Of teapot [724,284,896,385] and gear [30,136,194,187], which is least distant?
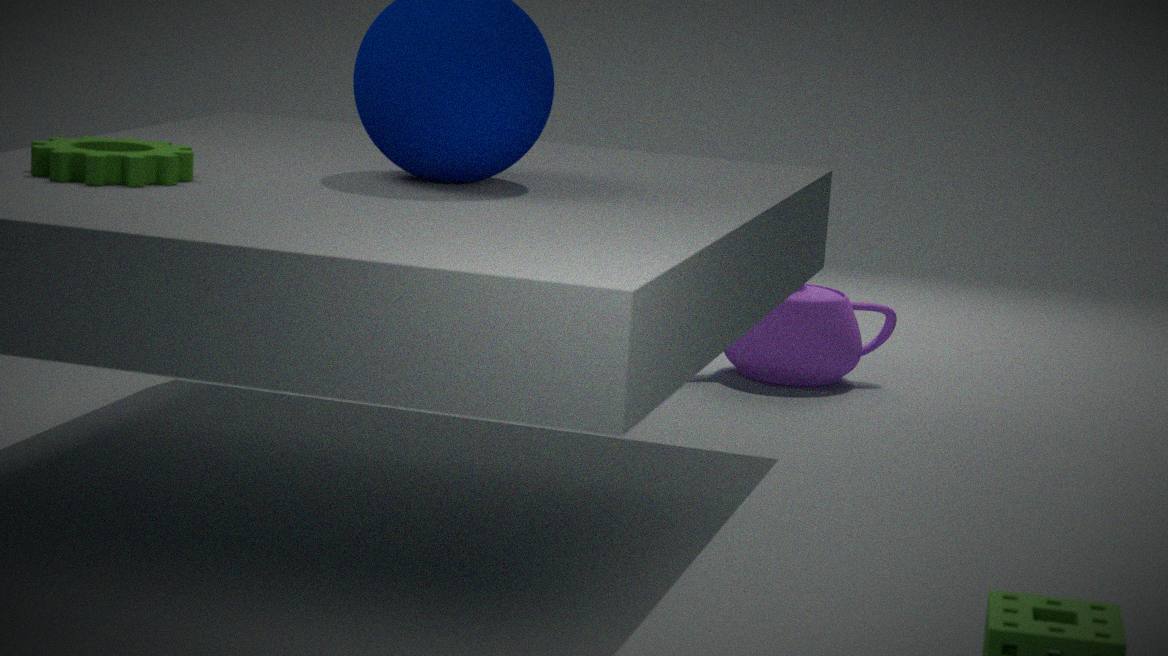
gear [30,136,194,187]
